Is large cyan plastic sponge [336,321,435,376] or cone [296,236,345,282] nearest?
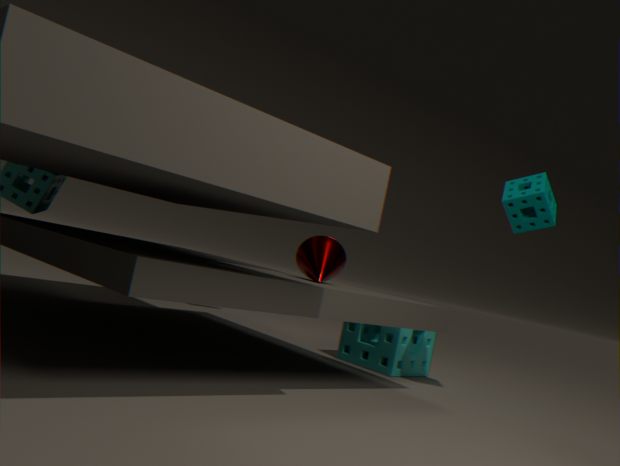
cone [296,236,345,282]
